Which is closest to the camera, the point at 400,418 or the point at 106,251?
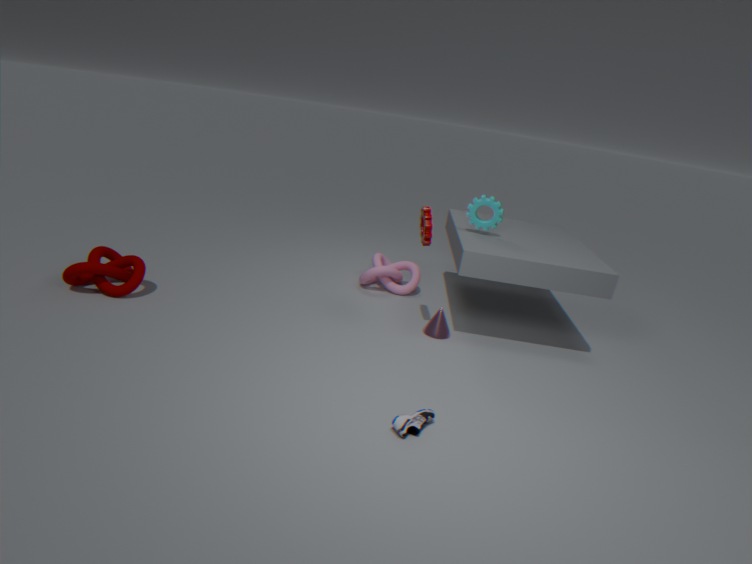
the point at 400,418
